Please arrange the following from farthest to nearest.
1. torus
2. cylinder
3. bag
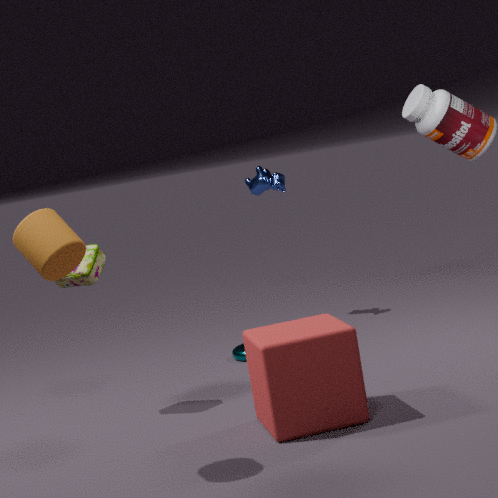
torus
bag
cylinder
